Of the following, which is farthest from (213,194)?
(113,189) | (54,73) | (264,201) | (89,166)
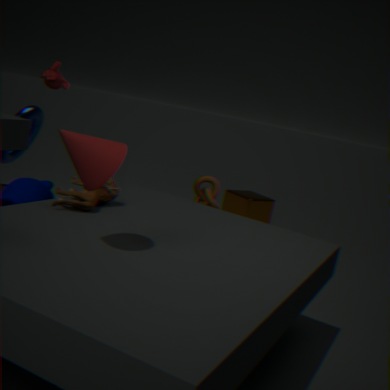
(89,166)
